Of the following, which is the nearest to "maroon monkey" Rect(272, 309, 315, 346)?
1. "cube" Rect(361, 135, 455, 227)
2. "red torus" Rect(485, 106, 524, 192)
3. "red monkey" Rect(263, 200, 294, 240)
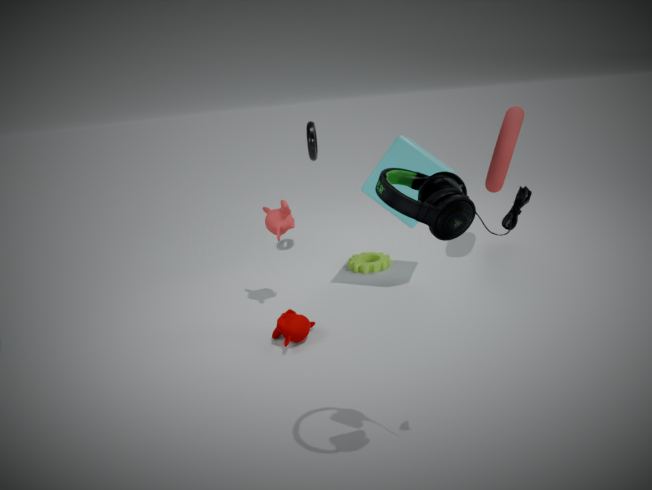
"red monkey" Rect(263, 200, 294, 240)
